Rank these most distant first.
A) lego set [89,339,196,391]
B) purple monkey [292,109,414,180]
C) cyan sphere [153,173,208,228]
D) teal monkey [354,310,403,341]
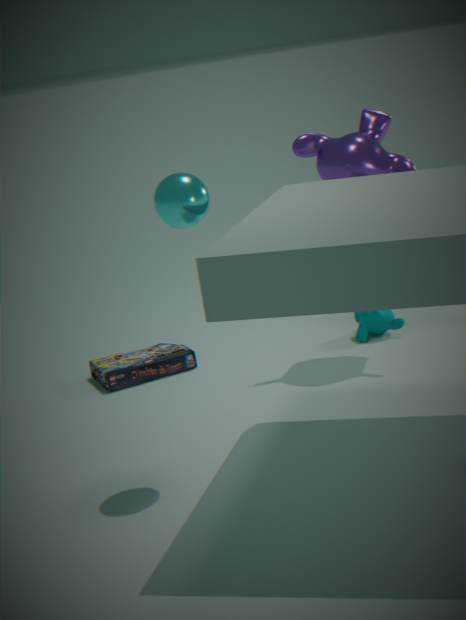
teal monkey [354,310,403,341] → lego set [89,339,196,391] → purple monkey [292,109,414,180] → cyan sphere [153,173,208,228]
